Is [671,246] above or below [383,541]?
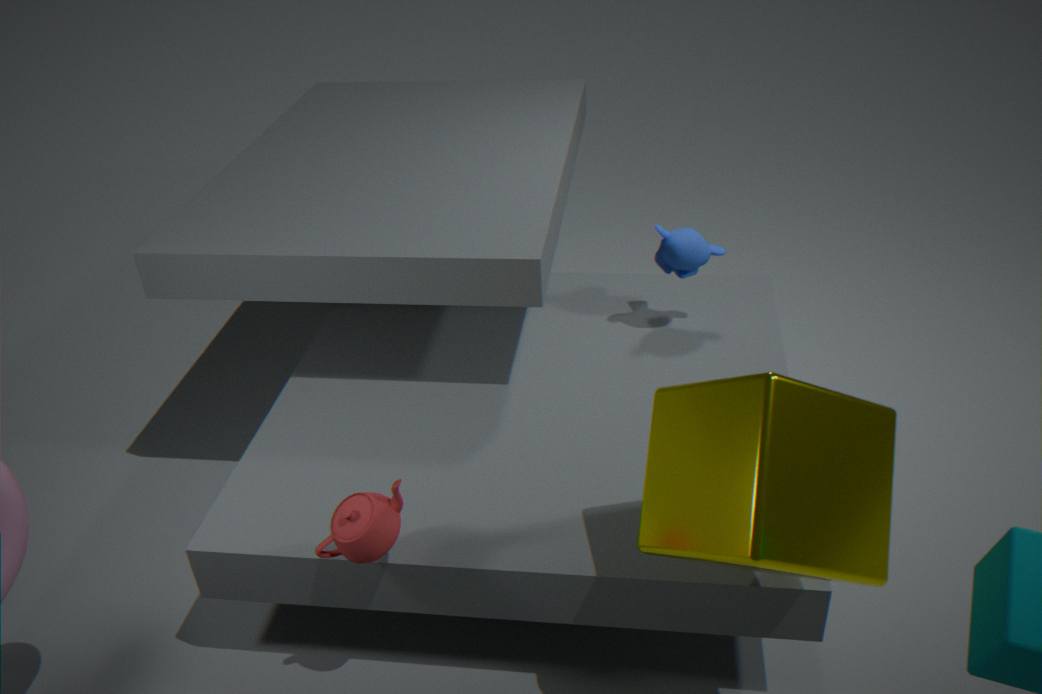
above
